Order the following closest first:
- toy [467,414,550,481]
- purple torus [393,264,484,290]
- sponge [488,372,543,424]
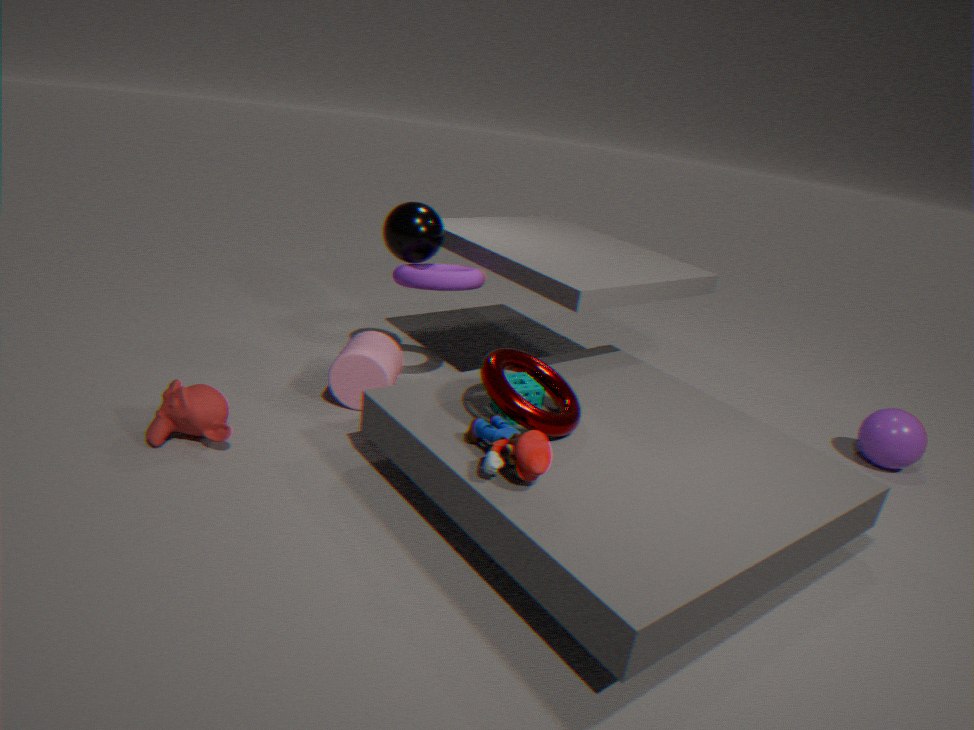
toy [467,414,550,481]
sponge [488,372,543,424]
purple torus [393,264,484,290]
